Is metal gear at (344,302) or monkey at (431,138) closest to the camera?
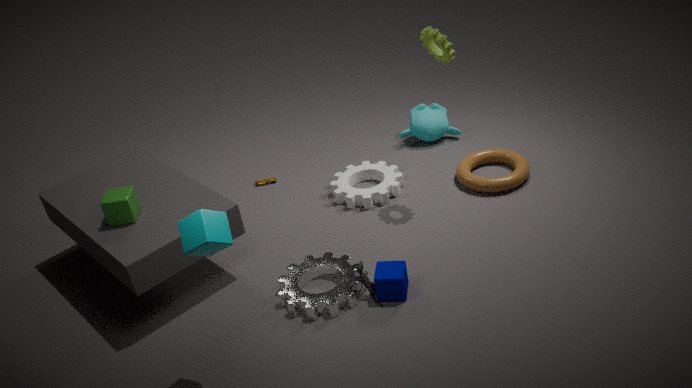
metal gear at (344,302)
